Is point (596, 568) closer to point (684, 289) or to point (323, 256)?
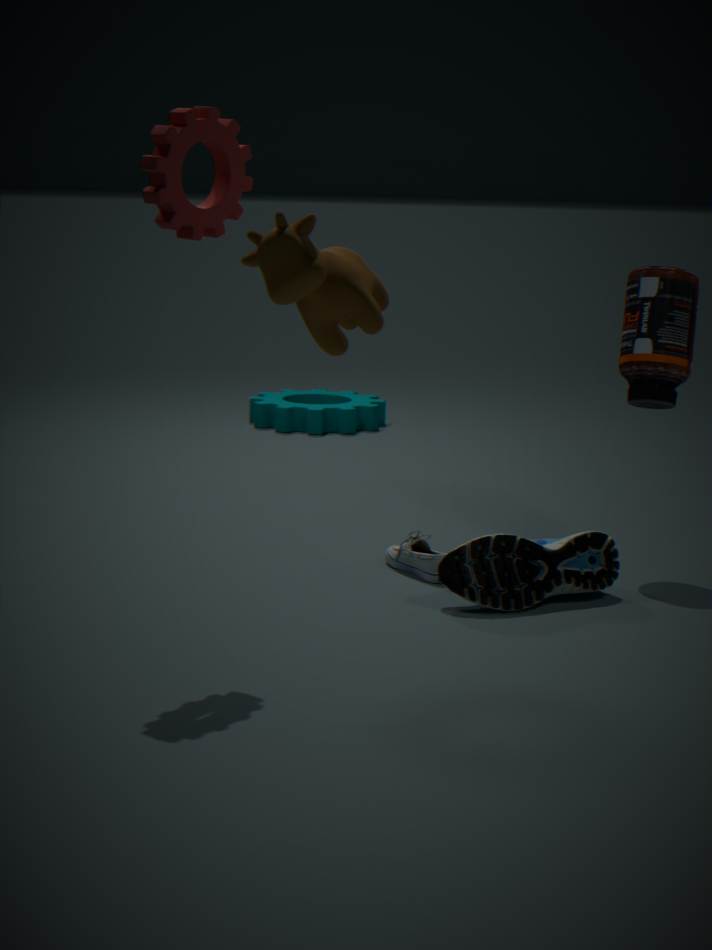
point (684, 289)
